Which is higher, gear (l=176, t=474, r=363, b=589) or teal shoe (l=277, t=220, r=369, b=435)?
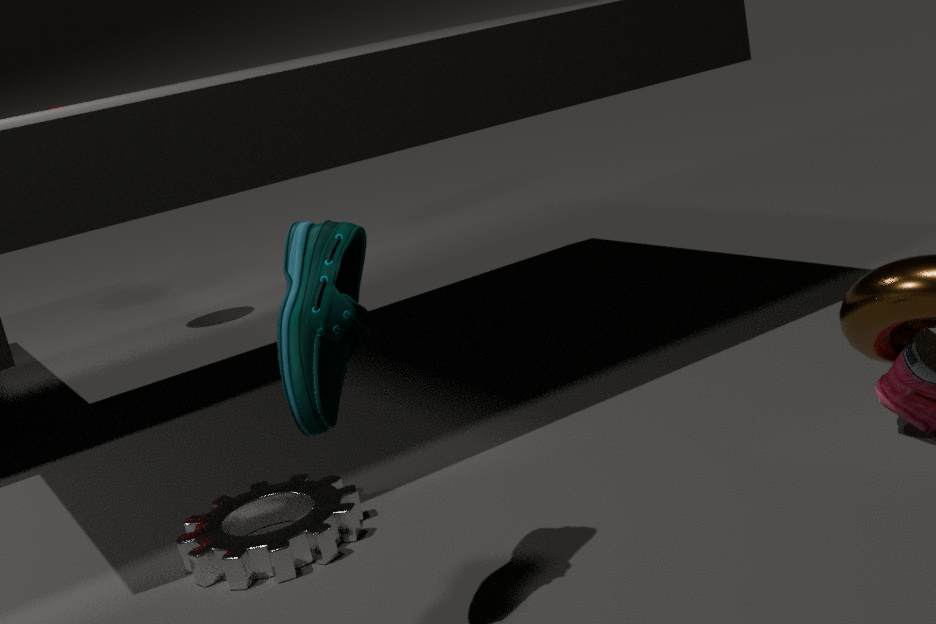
teal shoe (l=277, t=220, r=369, b=435)
